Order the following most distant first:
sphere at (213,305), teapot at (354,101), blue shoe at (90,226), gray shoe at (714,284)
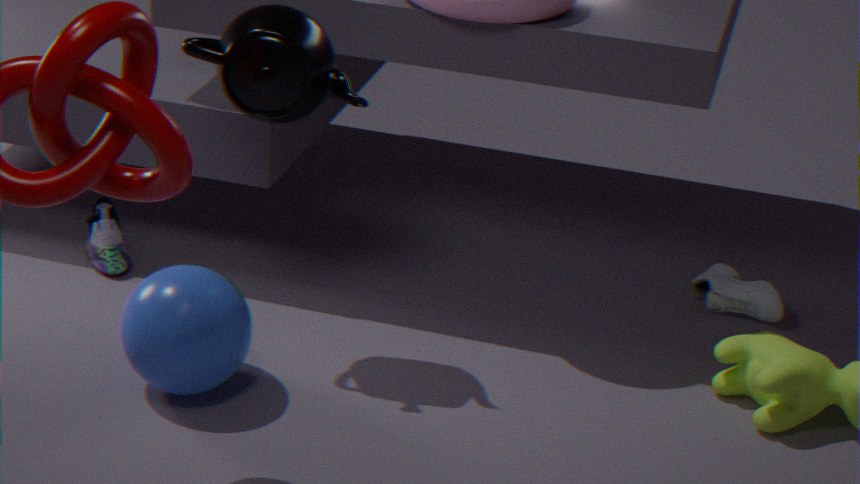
blue shoe at (90,226) < gray shoe at (714,284) < teapot at (354,101) < sphere at (213,305)
